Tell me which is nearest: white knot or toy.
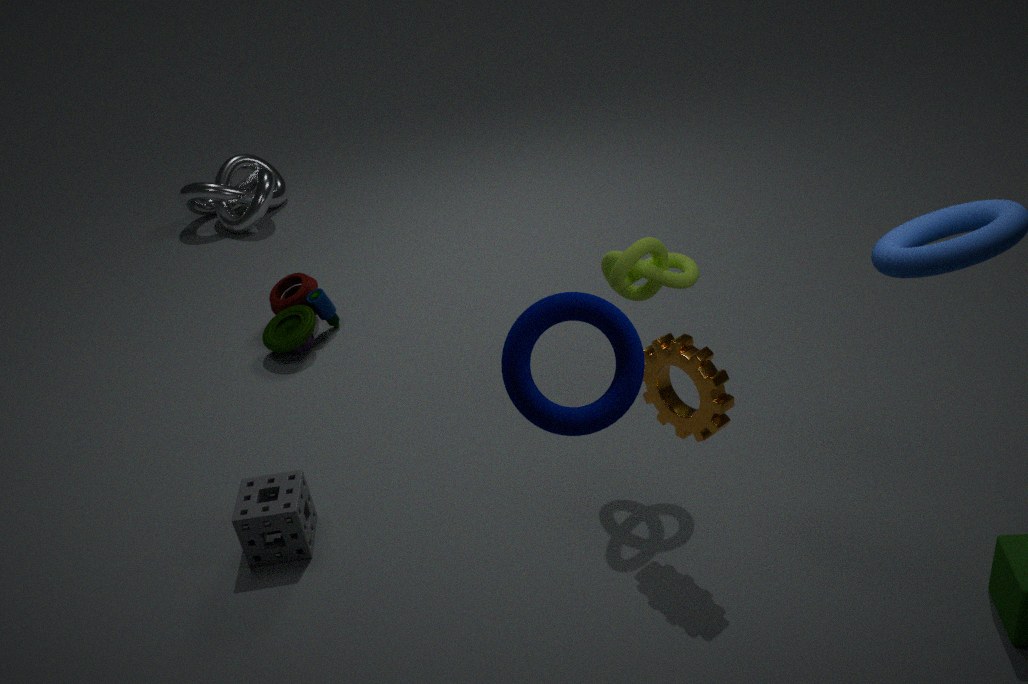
toy
